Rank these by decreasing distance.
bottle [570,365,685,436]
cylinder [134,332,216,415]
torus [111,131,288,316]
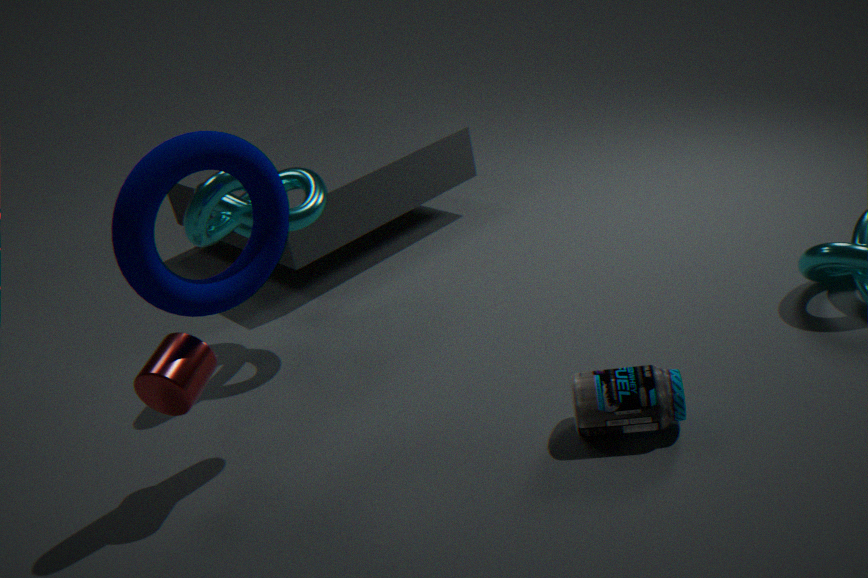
cylinder [134,332,216,415], bottle [570,365,685,436], torus [111,131,288,316]
